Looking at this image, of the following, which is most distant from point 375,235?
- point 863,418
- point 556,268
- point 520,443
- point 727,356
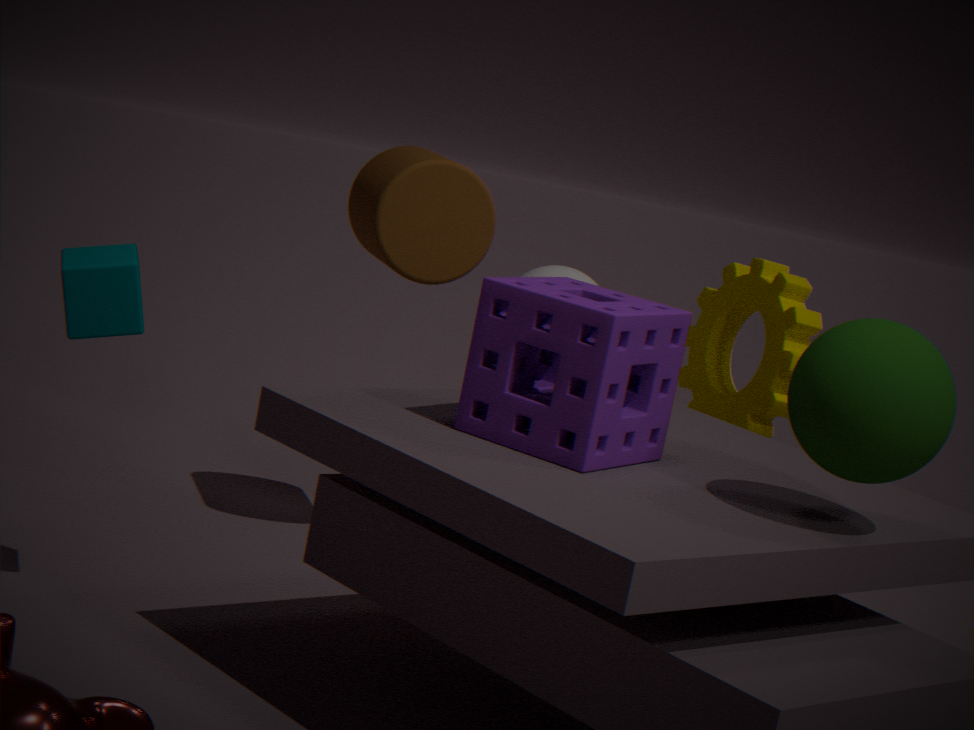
point 863,418
